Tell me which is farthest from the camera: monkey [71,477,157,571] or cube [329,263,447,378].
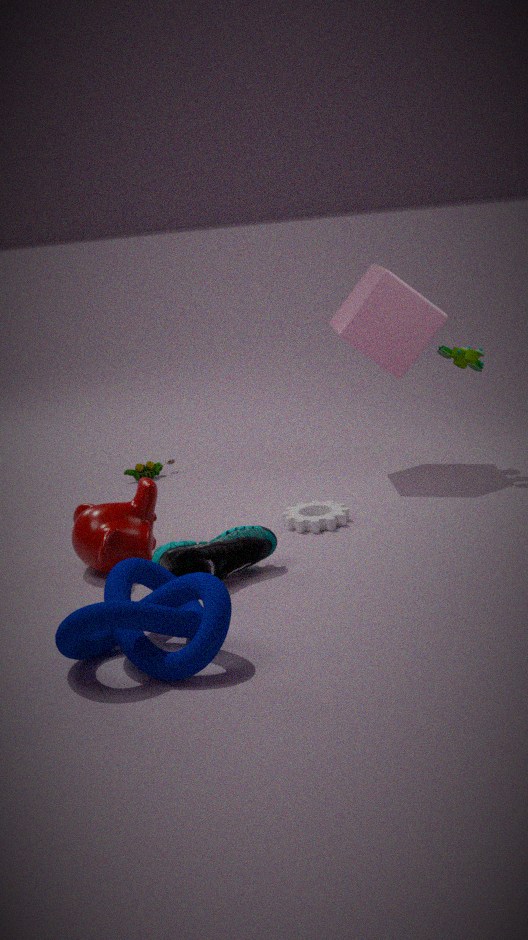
cube [329,263,447,378]
